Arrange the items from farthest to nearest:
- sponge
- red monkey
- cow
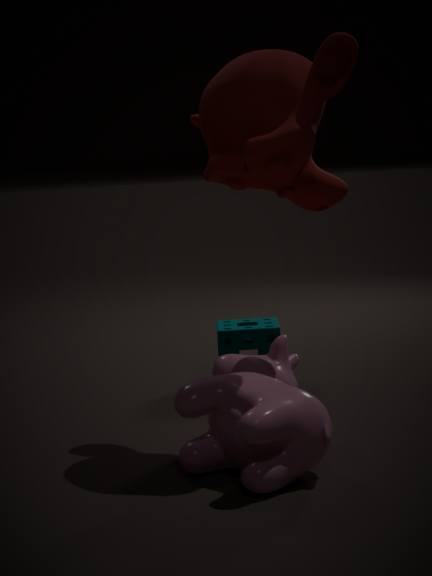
sponge < red monkey < cow
